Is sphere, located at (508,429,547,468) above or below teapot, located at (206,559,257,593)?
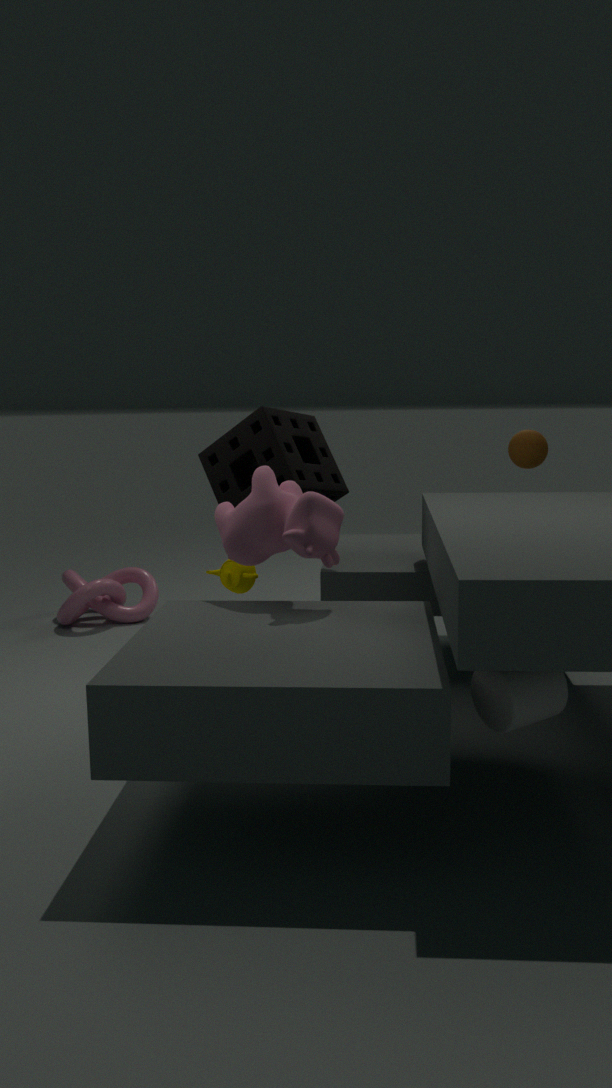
above
